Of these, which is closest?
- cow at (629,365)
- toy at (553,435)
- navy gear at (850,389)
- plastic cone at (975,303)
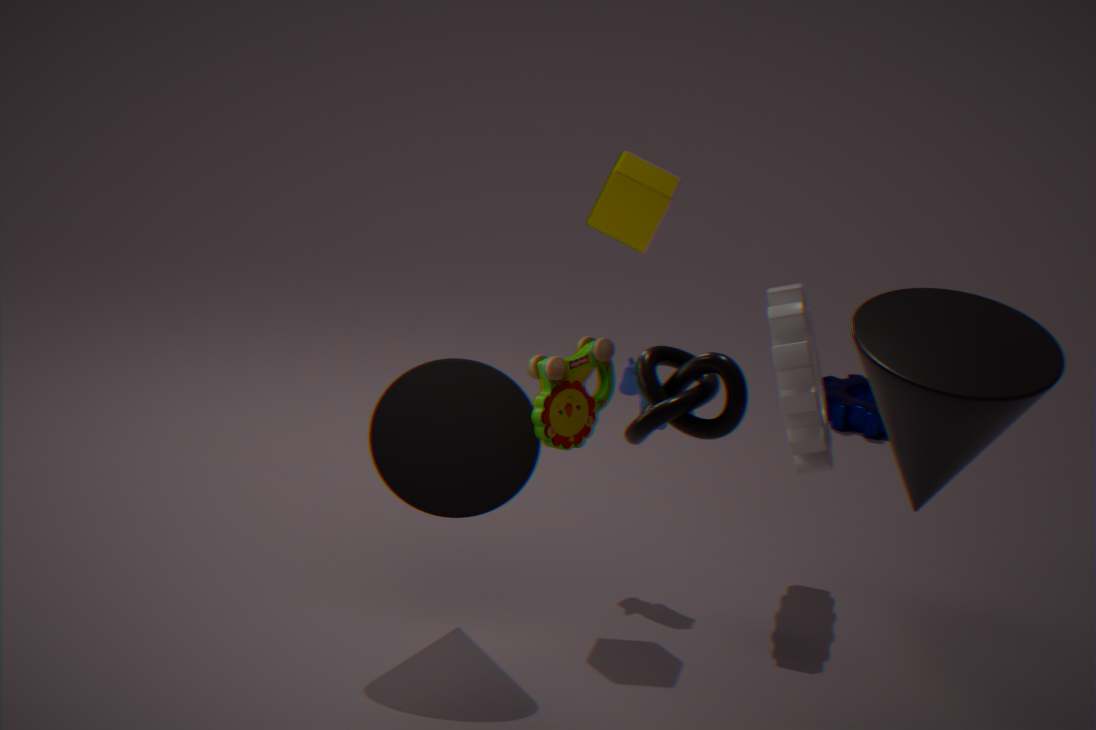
plastic cone at (975,303)
